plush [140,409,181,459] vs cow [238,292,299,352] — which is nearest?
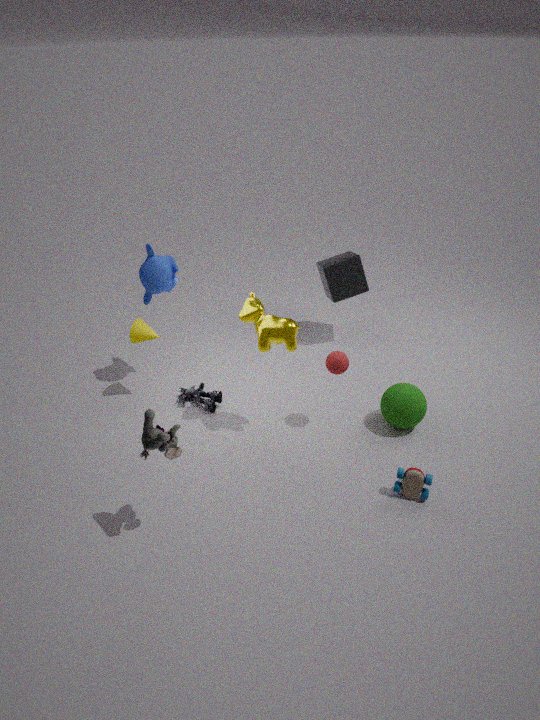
plush [140,409,181,459]
